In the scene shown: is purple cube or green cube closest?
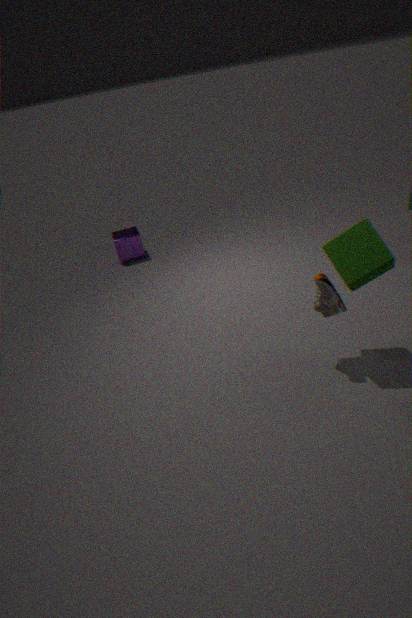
green cube
